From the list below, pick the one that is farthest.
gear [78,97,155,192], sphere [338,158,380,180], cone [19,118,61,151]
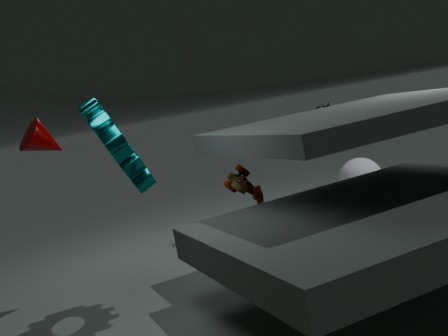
sphere [338,158,380,180]
